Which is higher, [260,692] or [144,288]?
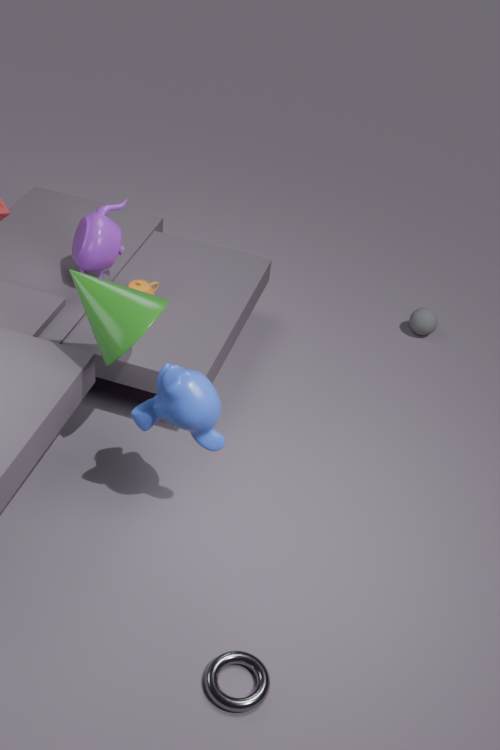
[144,288]
